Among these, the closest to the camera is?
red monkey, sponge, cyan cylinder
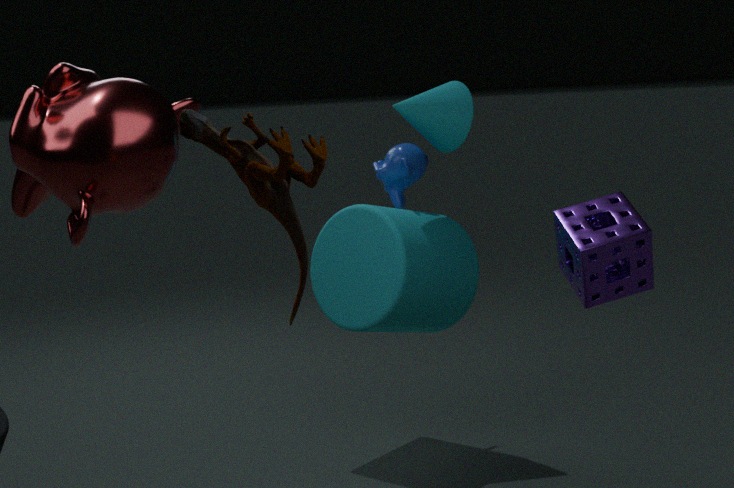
red monkey
